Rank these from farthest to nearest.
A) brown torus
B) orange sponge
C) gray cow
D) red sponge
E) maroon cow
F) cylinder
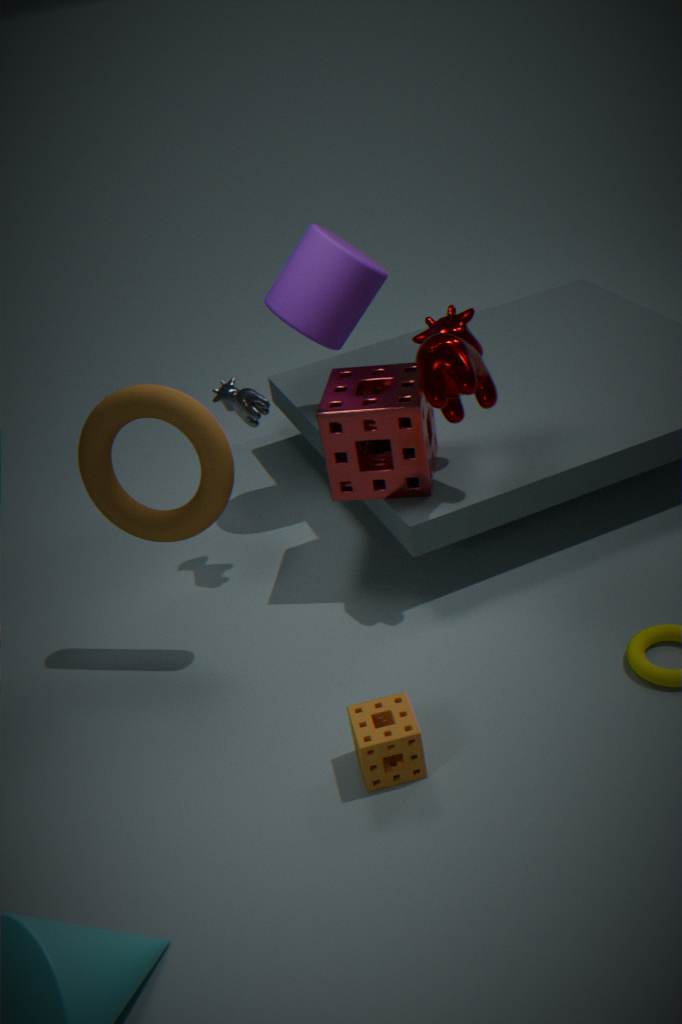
cylinder → gray cow → red sponge → maroon cow → brown torus → orange sponge
